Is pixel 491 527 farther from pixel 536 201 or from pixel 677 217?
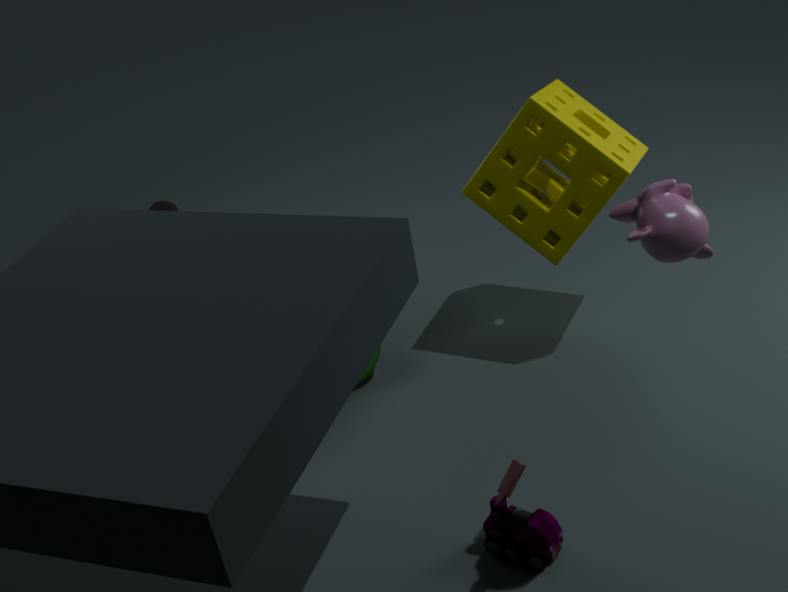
pixel 536 201
